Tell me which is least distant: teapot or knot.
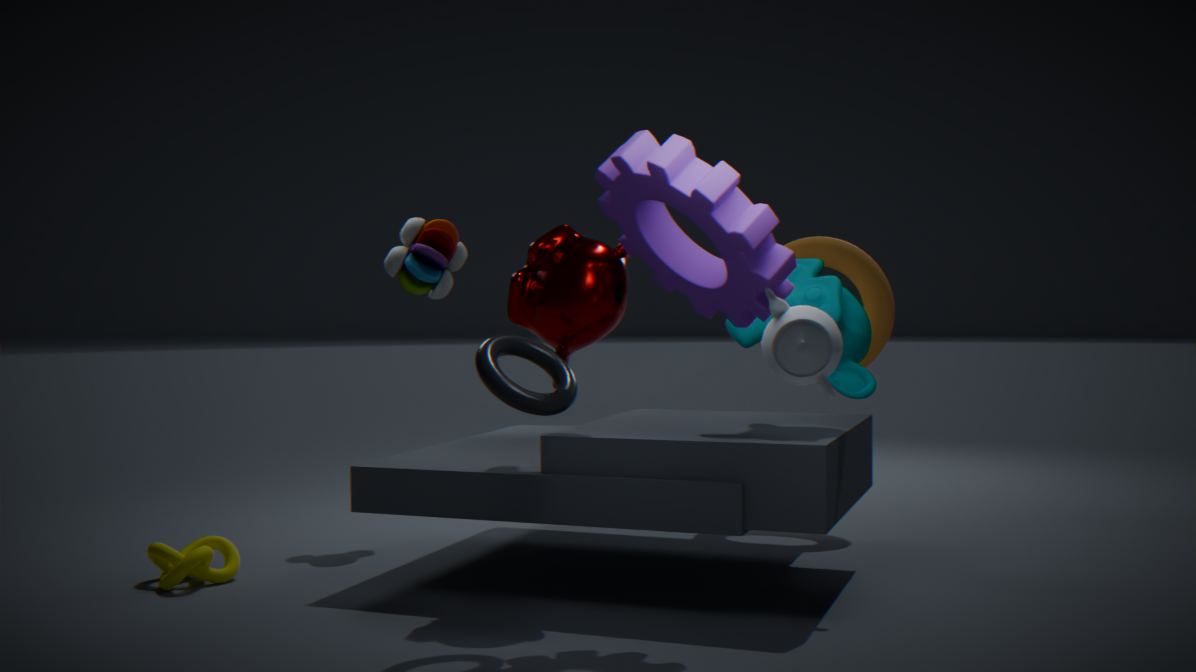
teapot
